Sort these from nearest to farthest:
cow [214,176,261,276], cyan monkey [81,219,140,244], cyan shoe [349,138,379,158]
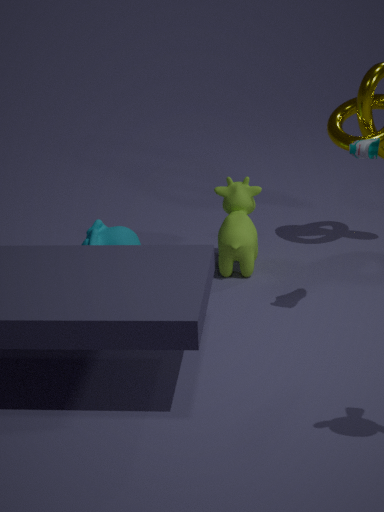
cyan shoe [349,138,379,158], cyan monkey [81,219,140,244], cow [214,176,261,276]
